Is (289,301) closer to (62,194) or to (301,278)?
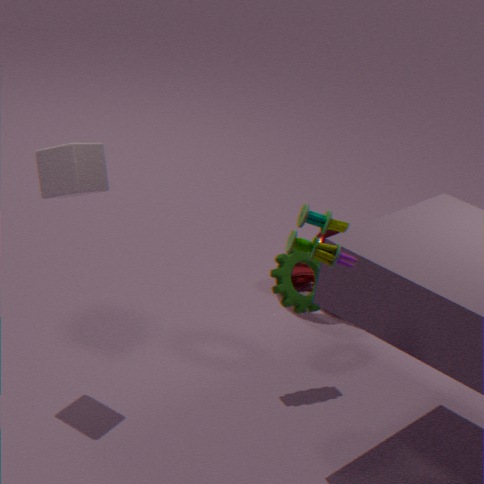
(301,278)
